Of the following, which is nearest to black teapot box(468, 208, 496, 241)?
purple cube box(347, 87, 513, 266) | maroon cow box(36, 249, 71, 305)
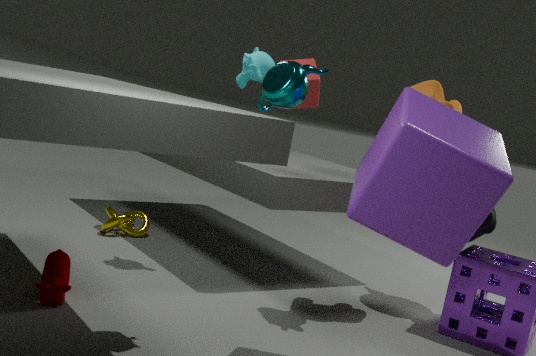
purple cube box(347, 87, 513, 266)
